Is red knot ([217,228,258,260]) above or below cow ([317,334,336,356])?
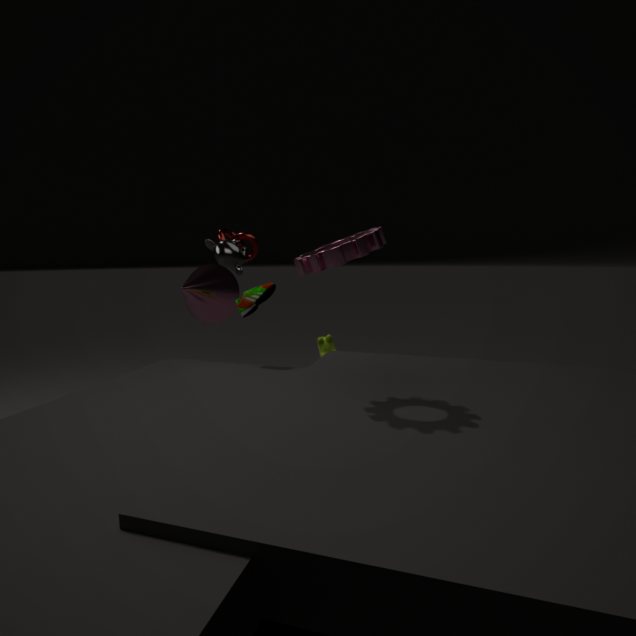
above
